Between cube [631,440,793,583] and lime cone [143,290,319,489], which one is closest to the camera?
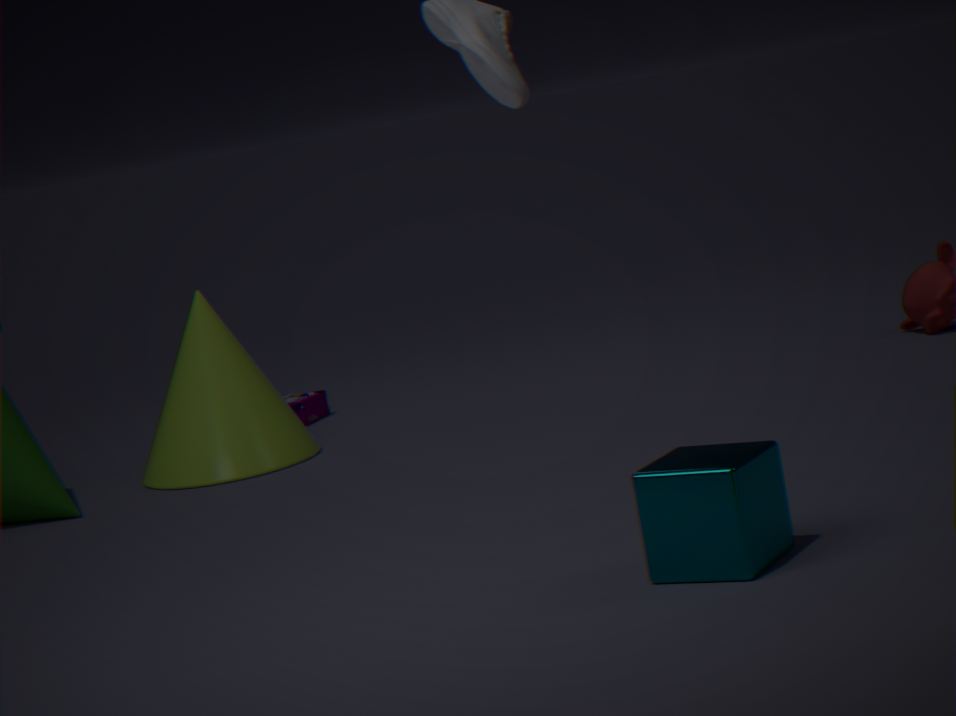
cube [631,440,793,583]
